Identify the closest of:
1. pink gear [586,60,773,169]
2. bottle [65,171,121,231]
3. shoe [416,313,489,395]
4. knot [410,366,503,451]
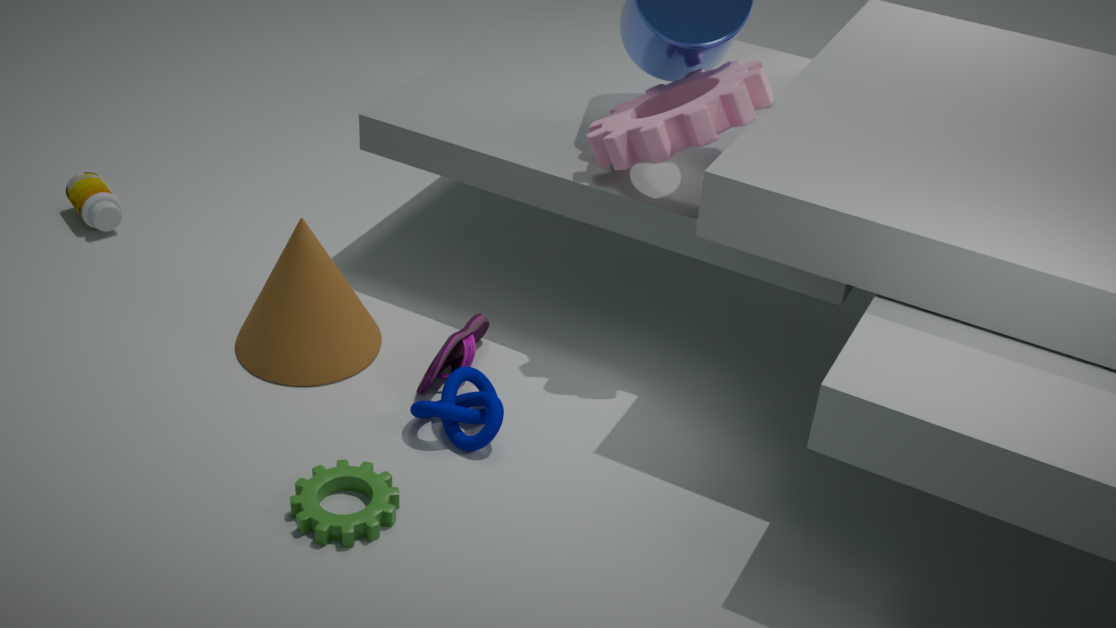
knot [410,366,503,451]
